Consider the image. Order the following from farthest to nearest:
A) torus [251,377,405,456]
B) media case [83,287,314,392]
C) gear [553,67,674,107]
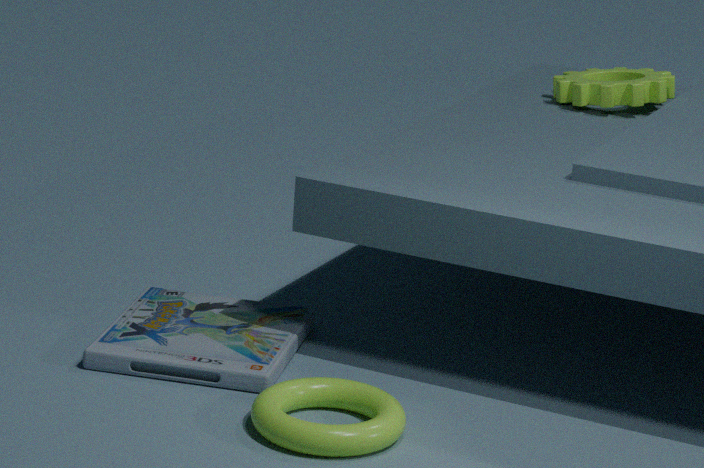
gear [553,67,674,107]
media case [83,287,314,392]
torus [251,377,405,456]
